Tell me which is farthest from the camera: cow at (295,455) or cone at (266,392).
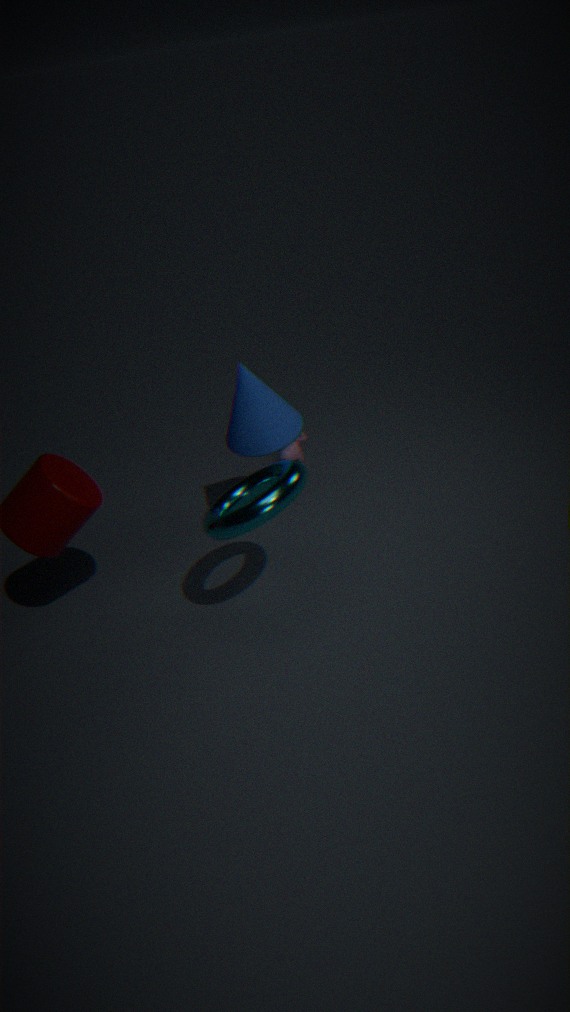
cow at (295,455)
